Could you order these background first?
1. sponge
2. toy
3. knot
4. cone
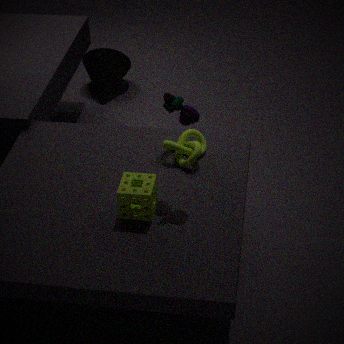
cone < knot < sponge < toy
